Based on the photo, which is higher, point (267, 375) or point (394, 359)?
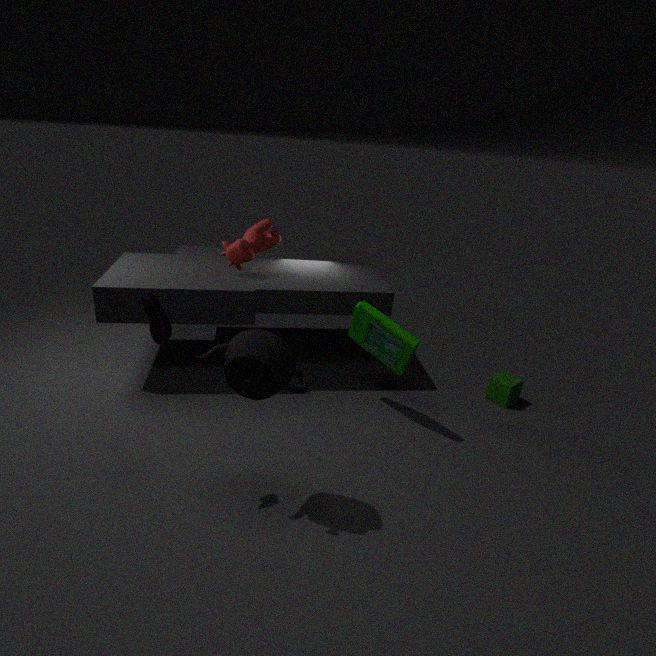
point (267, 375)
